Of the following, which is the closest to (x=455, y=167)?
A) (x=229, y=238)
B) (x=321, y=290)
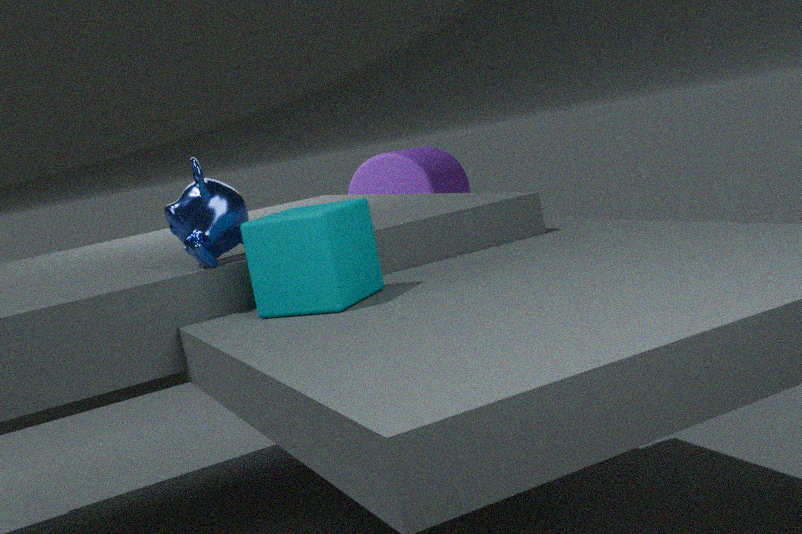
(x=229, y=238)
